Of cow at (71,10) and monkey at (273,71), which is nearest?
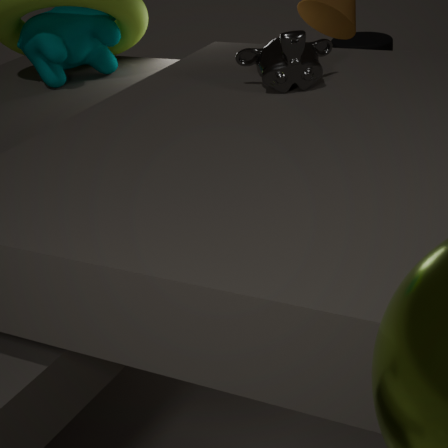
monkey at (273,71)
